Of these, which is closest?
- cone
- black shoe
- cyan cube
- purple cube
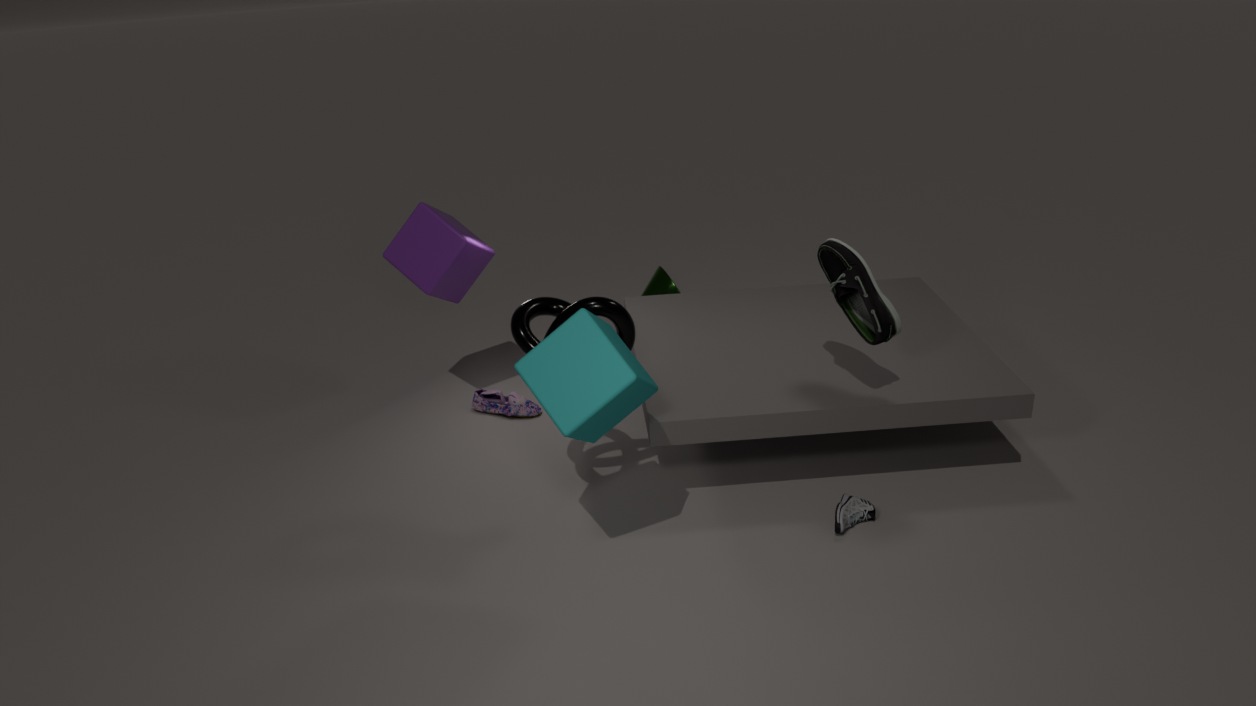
cyan cube
